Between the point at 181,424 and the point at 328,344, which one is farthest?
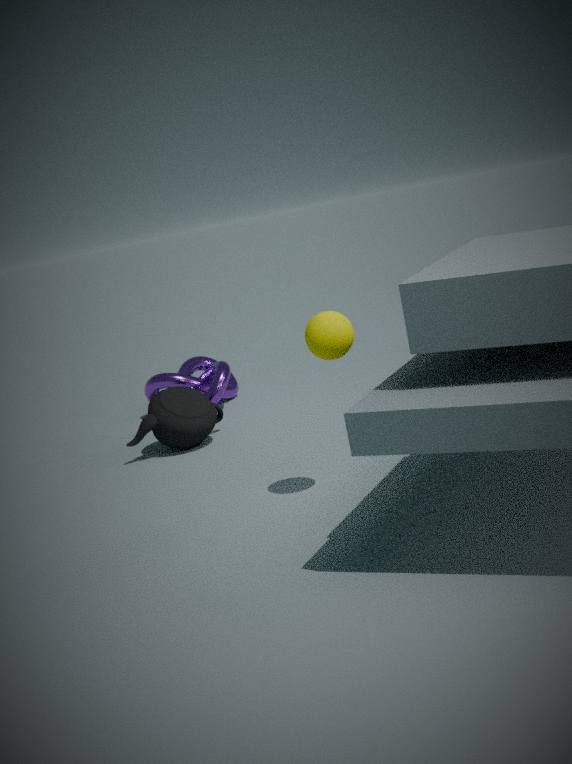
the point at 181,424
